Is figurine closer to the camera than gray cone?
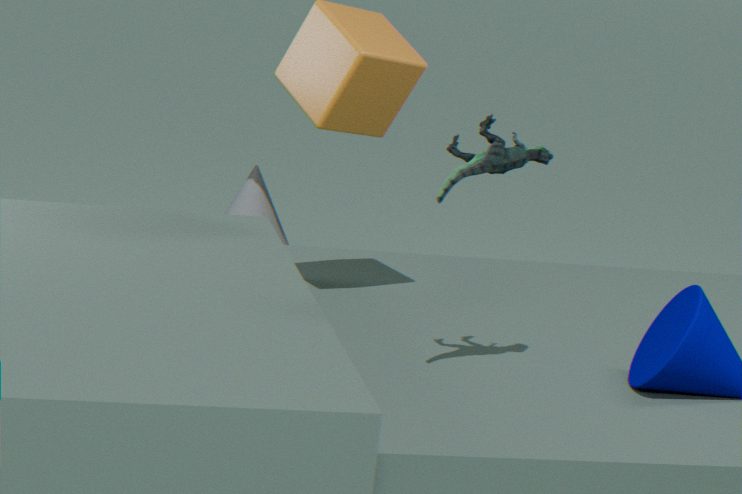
Yes
